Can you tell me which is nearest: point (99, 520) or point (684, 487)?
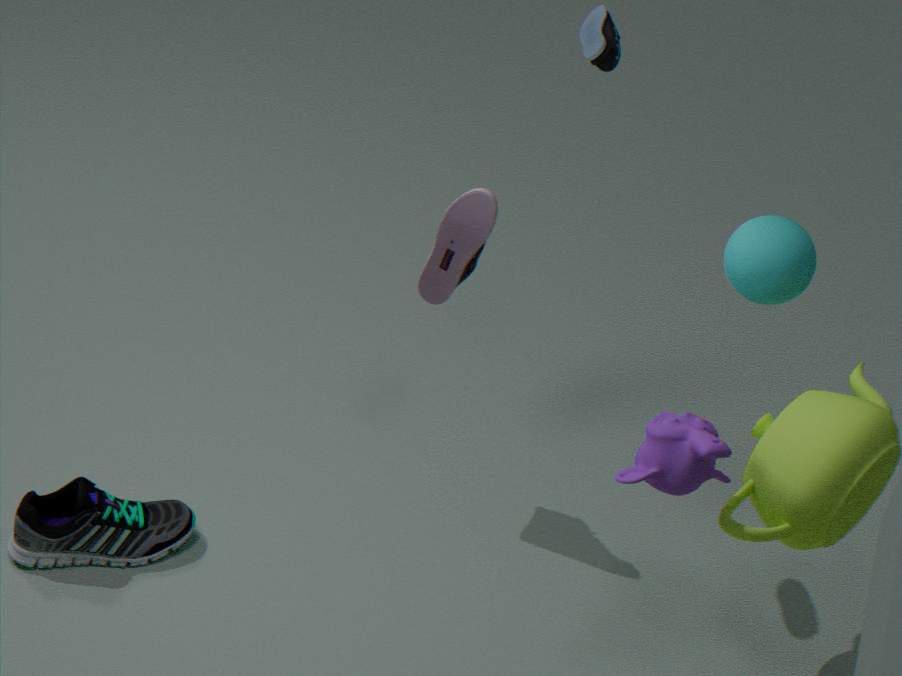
point (684, 487)
